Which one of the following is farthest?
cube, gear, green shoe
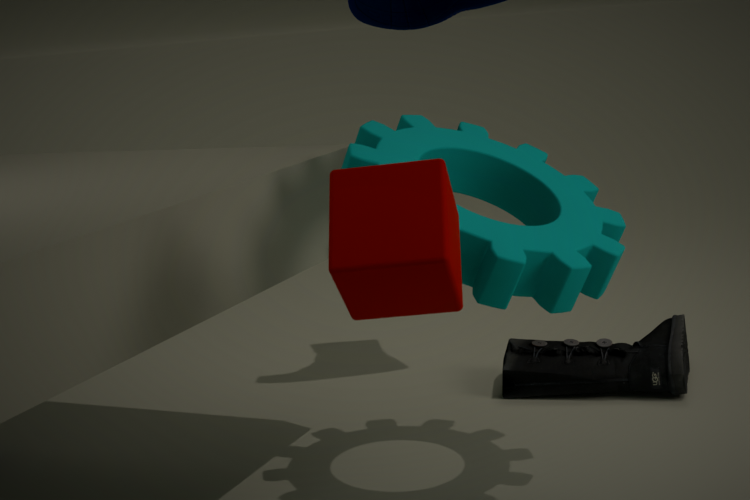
green shoe
